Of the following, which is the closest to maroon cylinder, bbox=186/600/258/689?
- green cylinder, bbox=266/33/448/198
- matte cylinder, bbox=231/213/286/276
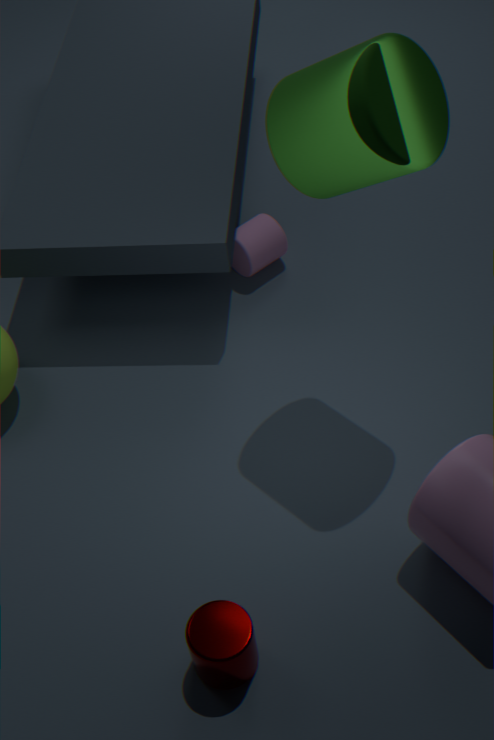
green cylinder, bbox=266/33/448/198
